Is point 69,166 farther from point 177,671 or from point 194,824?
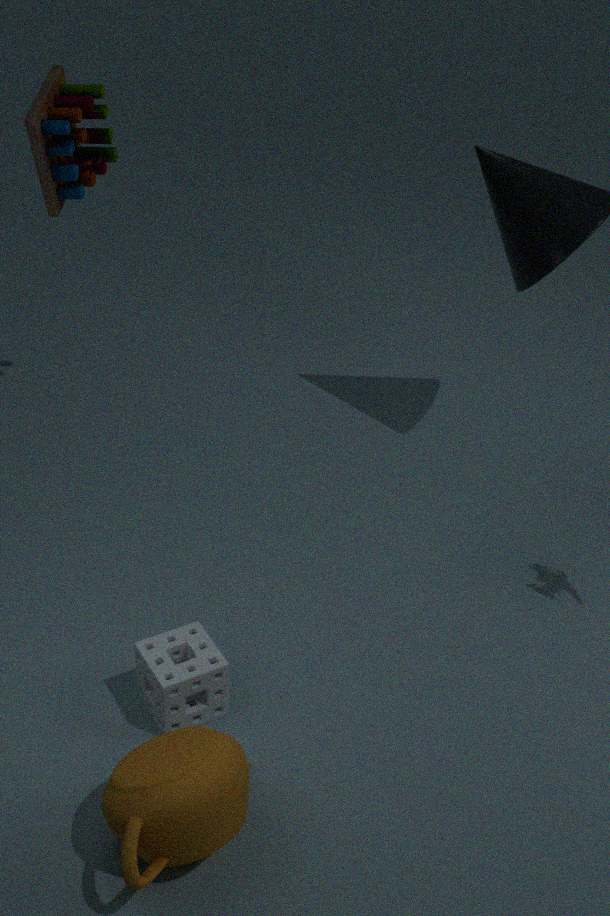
point 194,824
